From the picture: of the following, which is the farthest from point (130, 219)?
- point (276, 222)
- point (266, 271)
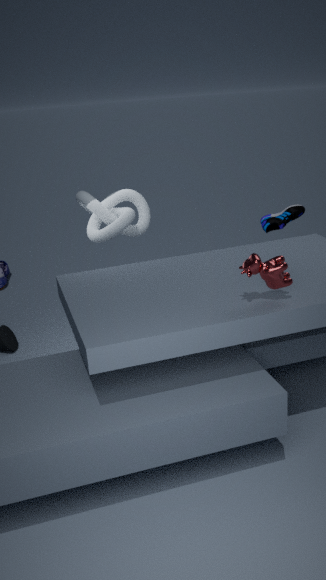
point (266, 271)
